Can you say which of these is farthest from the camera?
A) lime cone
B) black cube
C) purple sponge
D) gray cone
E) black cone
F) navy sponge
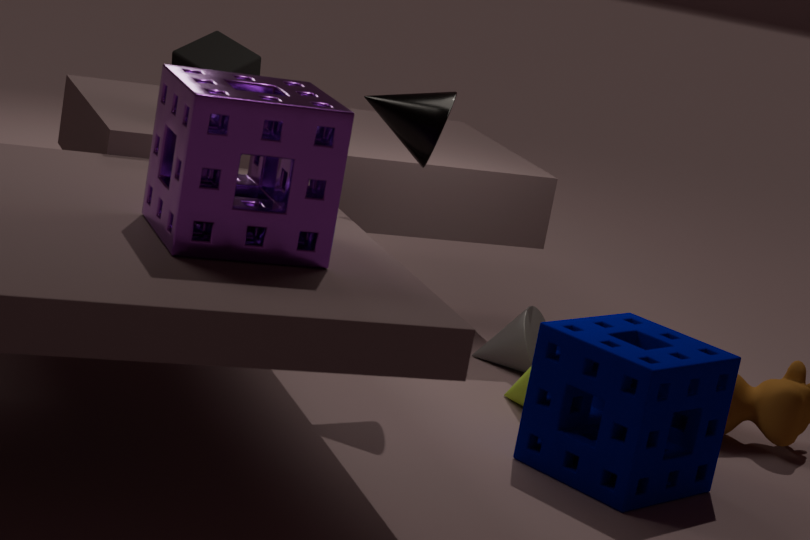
gray cone
